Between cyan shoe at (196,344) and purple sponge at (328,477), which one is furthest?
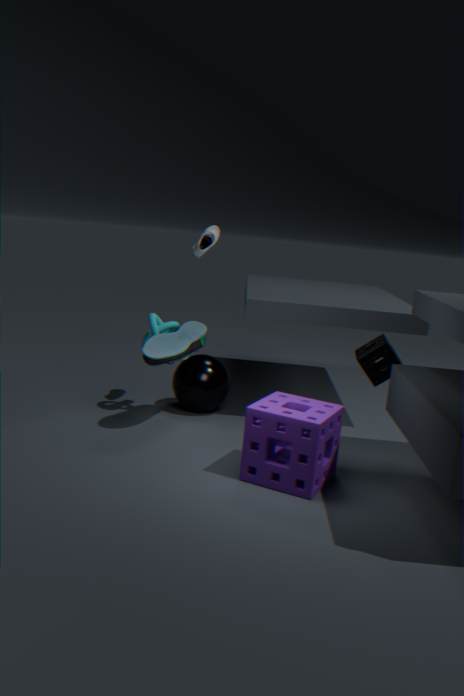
cyan shoe at (196,344)
